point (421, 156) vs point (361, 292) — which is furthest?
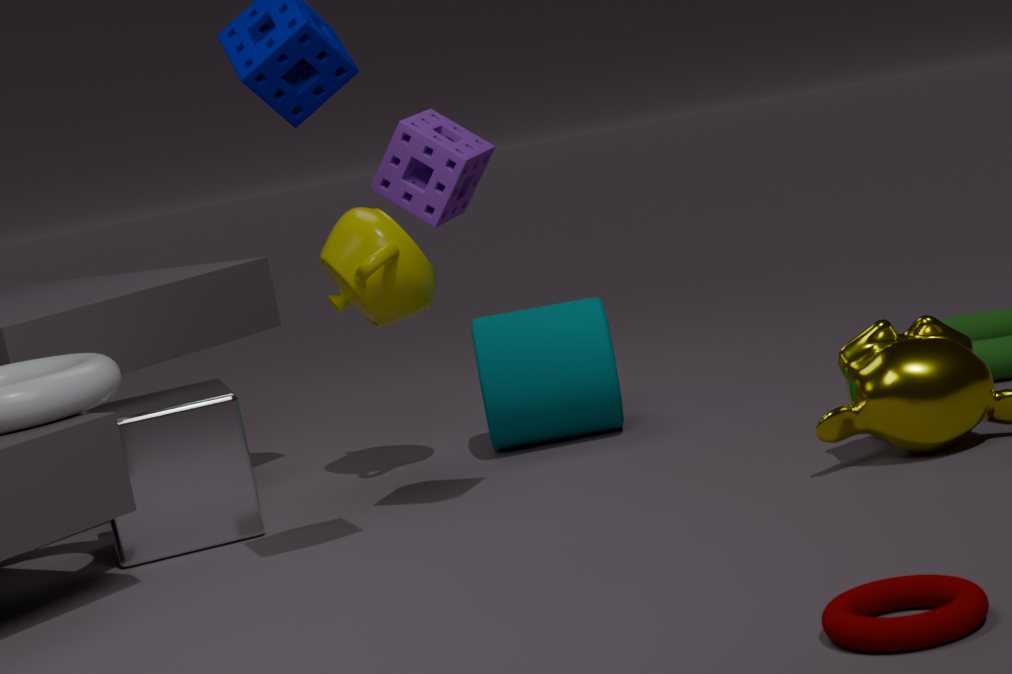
point (361, 292)
